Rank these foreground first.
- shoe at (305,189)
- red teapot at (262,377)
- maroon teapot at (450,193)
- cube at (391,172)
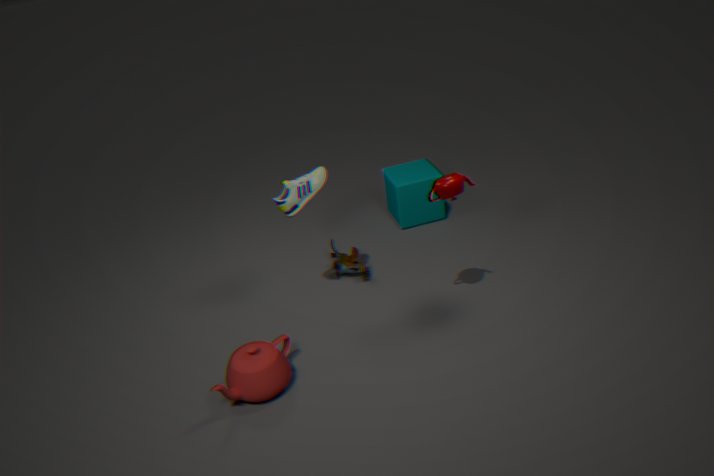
maroon teapot at (450,193) → red teapot at (262,377) → shoe at (305,189) → cube at (391,172)
